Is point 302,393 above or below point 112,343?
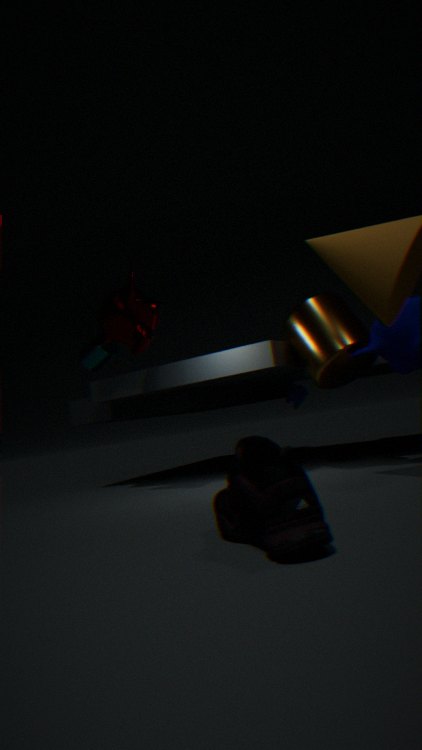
below
